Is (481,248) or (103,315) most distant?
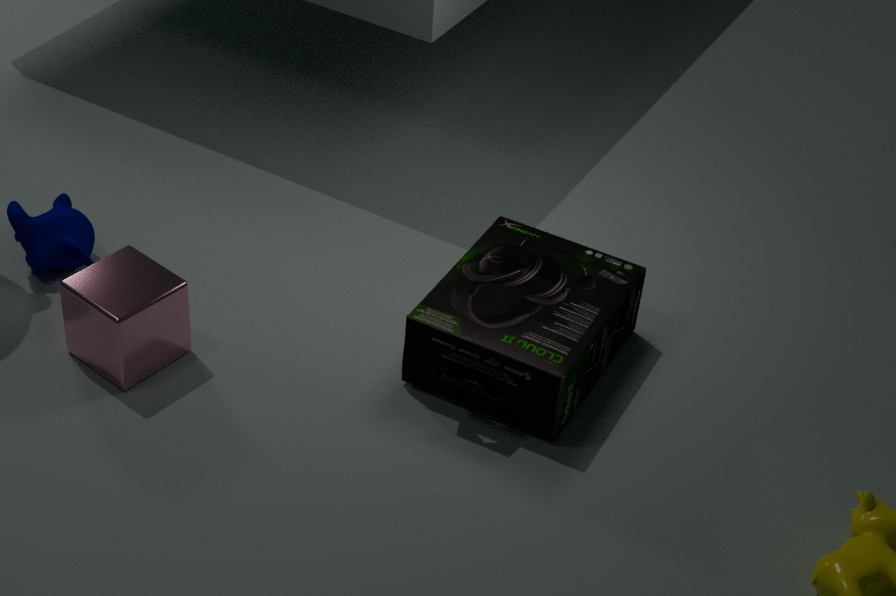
(481,248)
